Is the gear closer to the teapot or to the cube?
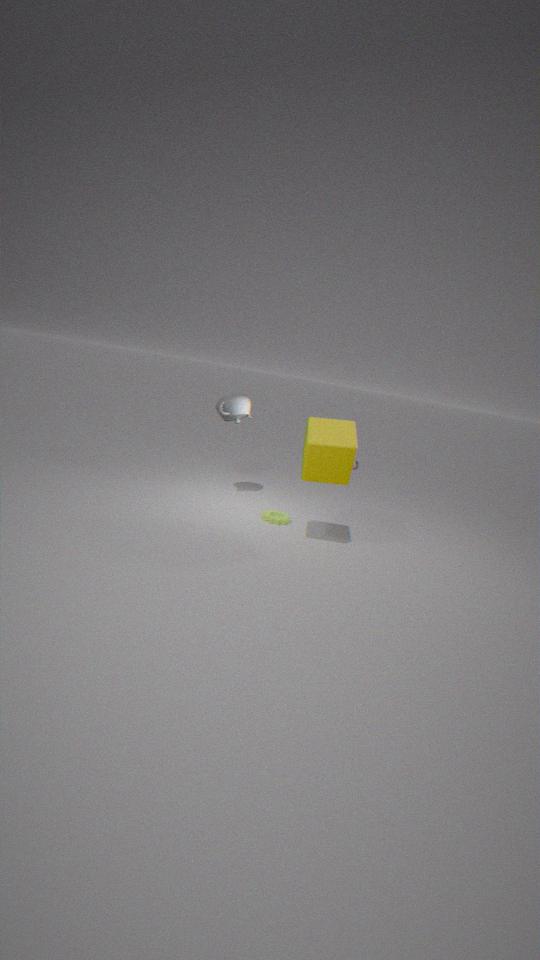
the cube
